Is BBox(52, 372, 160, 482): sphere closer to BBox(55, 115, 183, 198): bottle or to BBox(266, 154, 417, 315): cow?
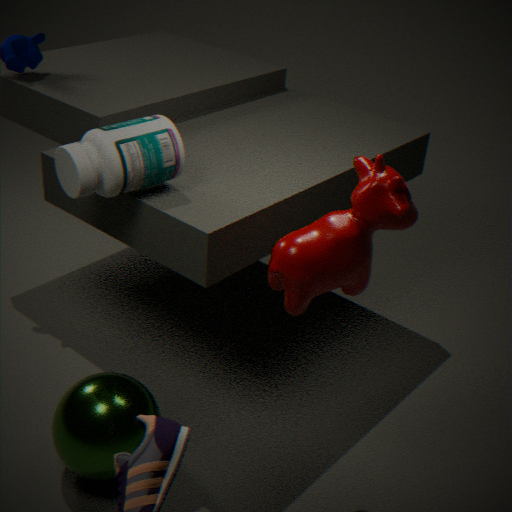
BBox(266, 154, 417, 315): cow
